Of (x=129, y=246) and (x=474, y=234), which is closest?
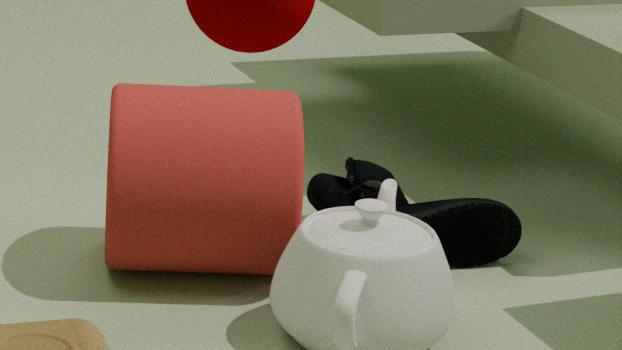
(x=129, y=246)
